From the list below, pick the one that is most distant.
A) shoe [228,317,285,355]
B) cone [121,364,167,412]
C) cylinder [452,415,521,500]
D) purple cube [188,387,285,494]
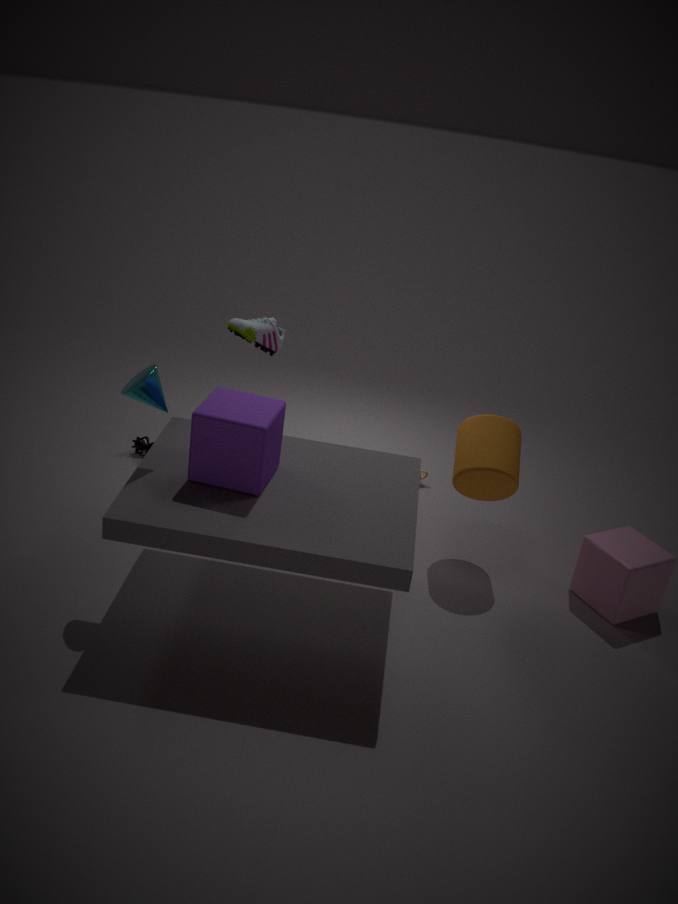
shoe [228,317,285,355]
